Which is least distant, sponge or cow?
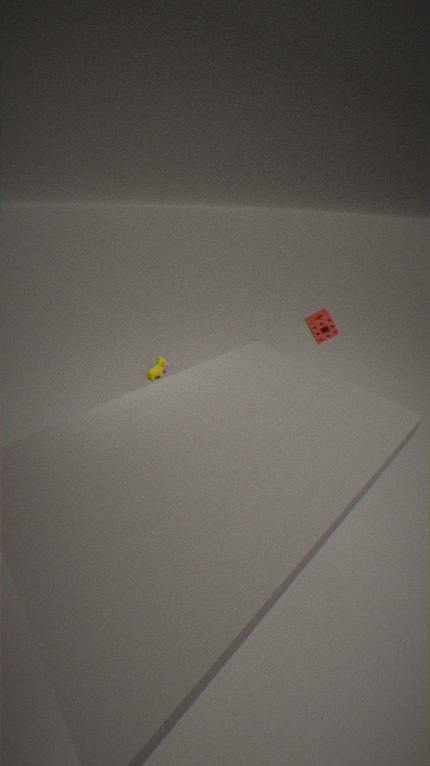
sponge
